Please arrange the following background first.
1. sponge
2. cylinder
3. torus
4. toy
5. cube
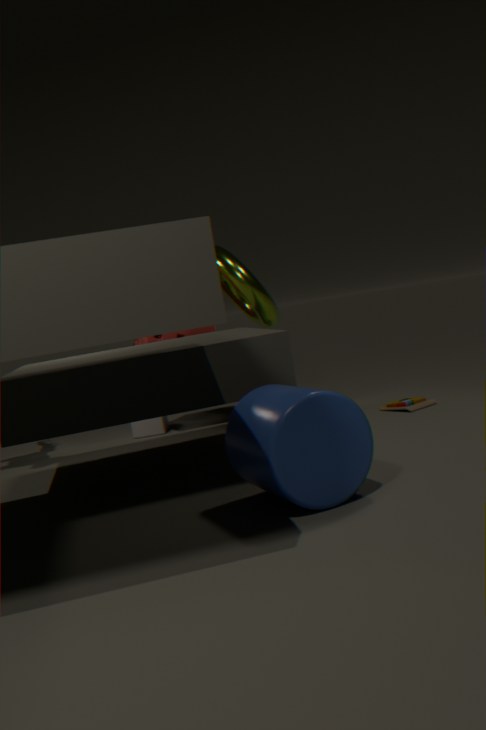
cube
sponge
torus
toy
cylinder
